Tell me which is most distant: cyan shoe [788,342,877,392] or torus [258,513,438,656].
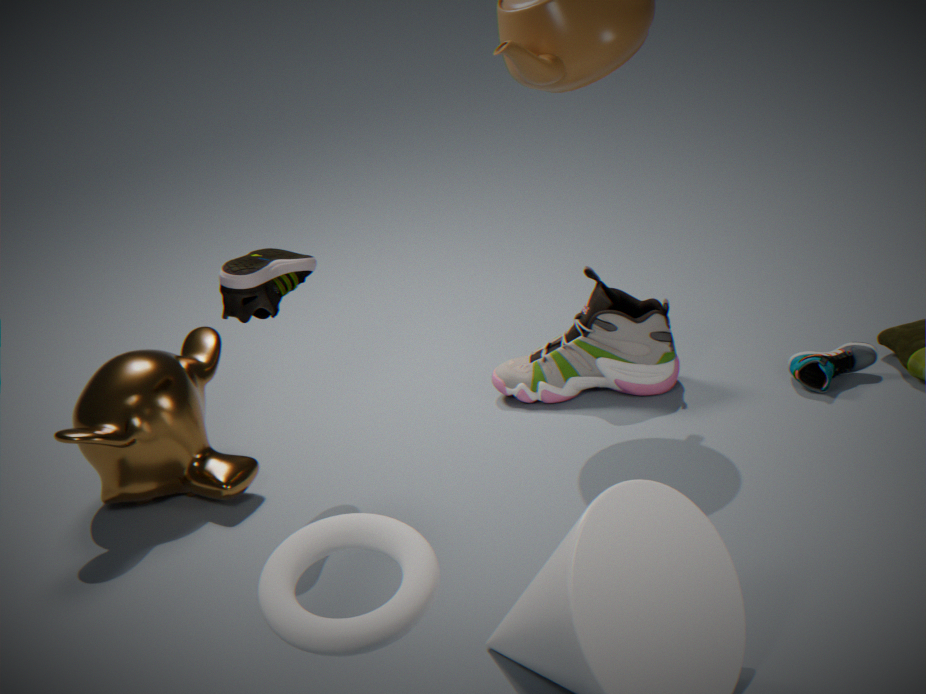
cyan shoe [788,342,877,392]
